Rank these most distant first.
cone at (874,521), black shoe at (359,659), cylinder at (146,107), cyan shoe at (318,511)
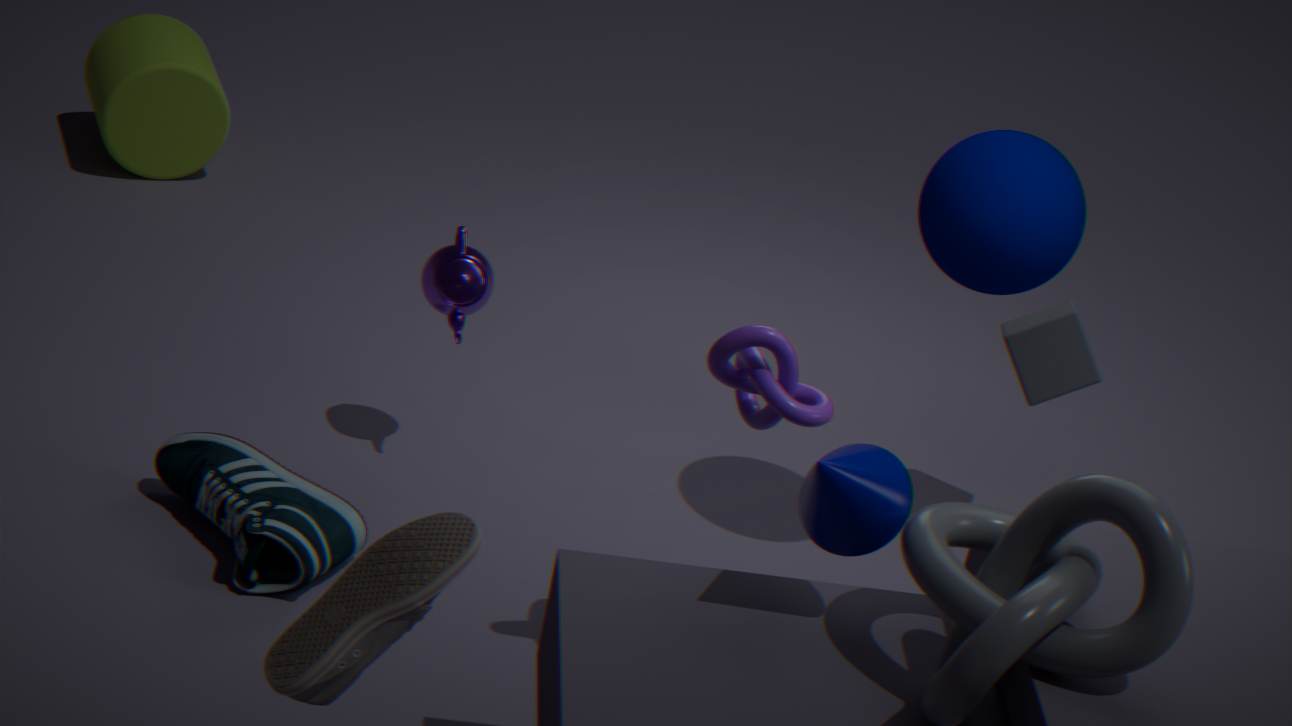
cylinder at (146,107), cyan shoe at (318,511), cone at (874,521), black shoe at (359,659)
